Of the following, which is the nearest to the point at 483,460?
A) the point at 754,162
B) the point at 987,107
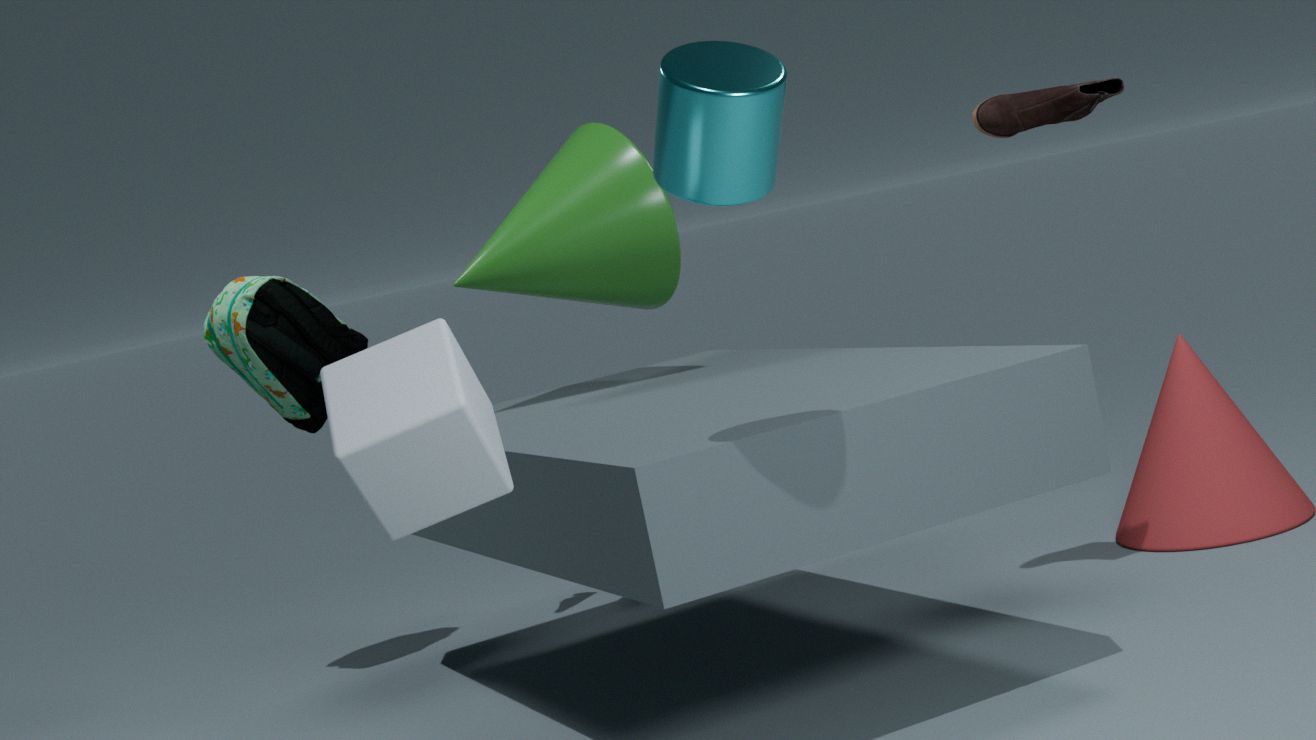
the point at 754,162
